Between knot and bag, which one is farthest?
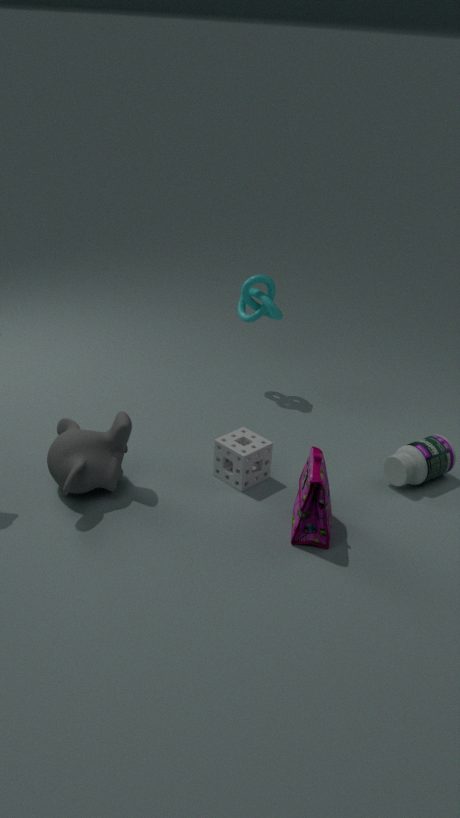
knot
